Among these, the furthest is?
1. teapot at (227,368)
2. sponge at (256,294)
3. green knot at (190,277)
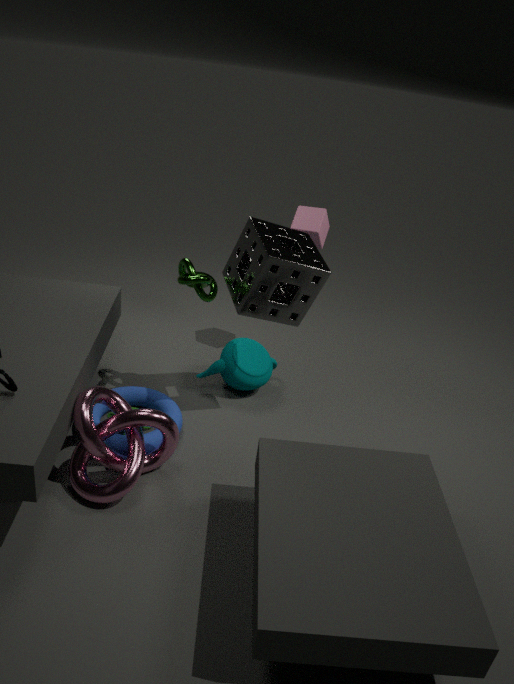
teapot at (227,368)
